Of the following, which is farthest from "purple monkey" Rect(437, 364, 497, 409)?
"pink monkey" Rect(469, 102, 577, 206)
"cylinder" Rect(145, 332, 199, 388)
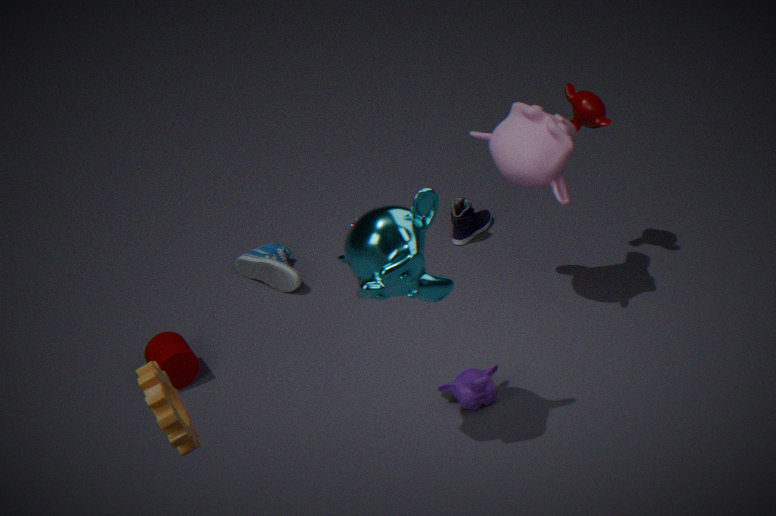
"cylinder" Rect(145, 332, 199, 388)
